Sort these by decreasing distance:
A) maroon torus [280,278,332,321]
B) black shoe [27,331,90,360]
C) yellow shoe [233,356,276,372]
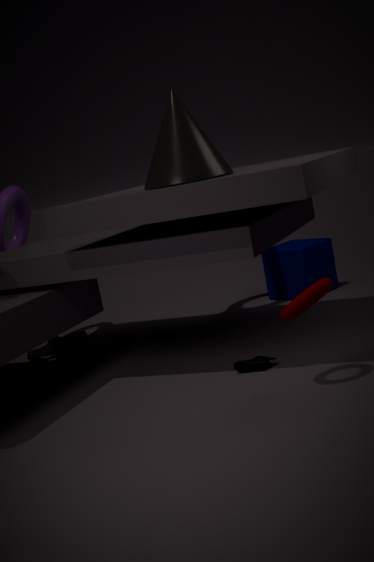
1. black shoe [27,331,90,360]
2. yellow shoe [233,356,276,372]
3. maroon torus [280,278,332,321]
